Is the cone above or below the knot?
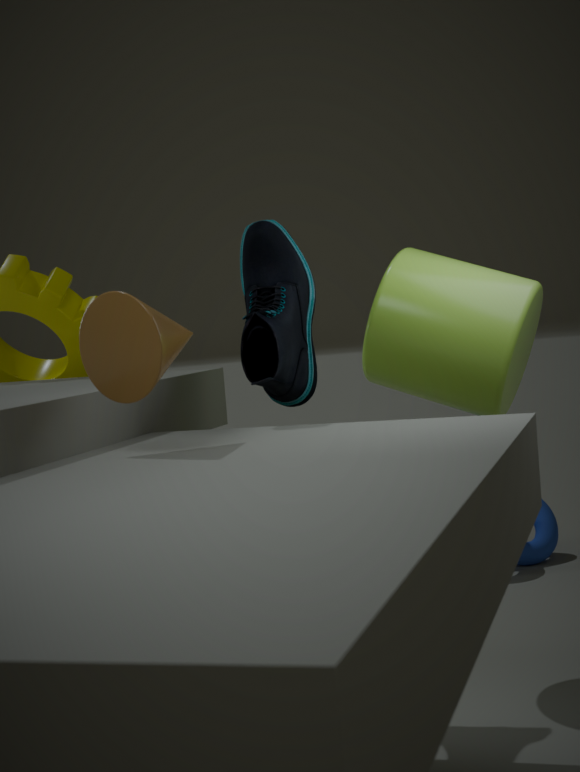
above
